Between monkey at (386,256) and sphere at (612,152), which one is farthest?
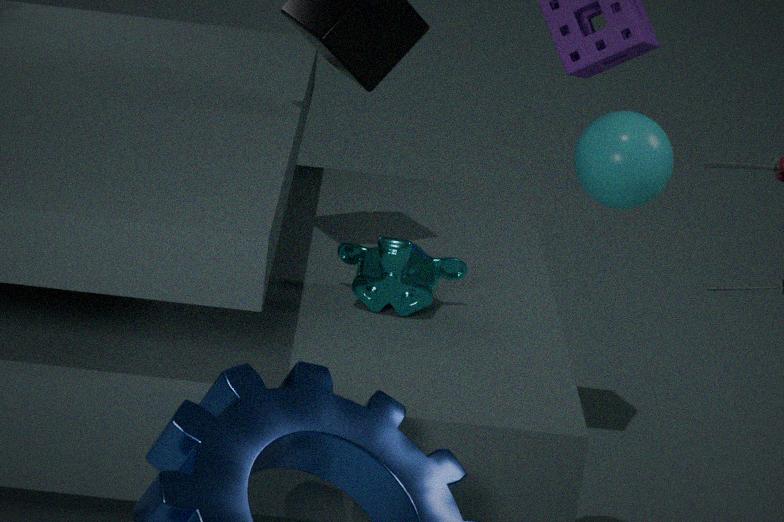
monkey at (386,256)
